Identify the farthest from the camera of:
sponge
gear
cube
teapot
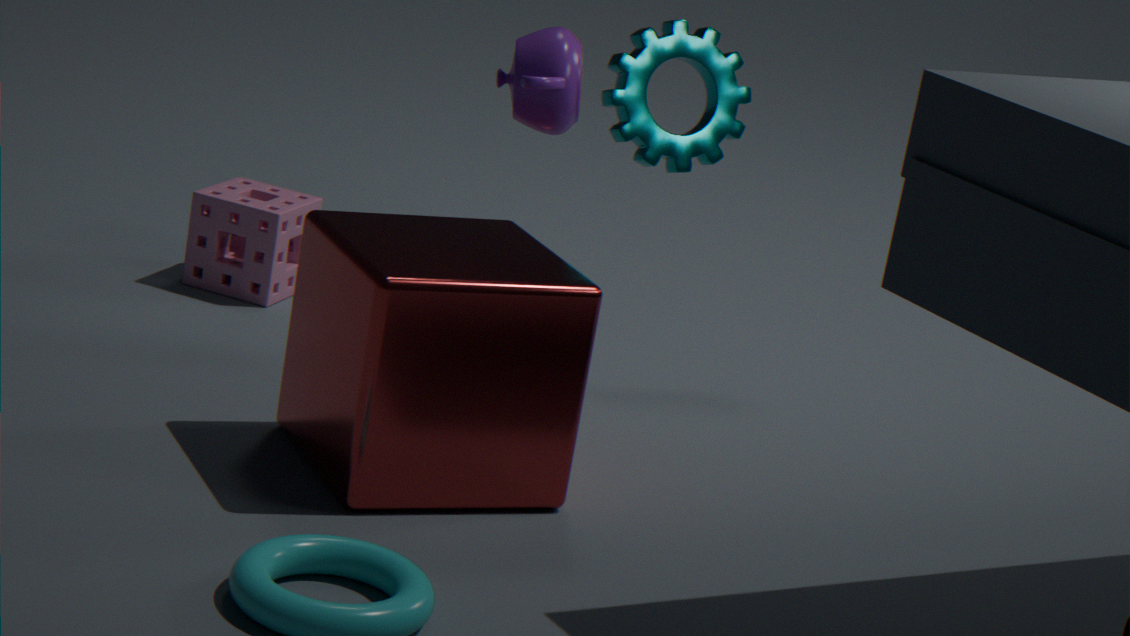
sponge
